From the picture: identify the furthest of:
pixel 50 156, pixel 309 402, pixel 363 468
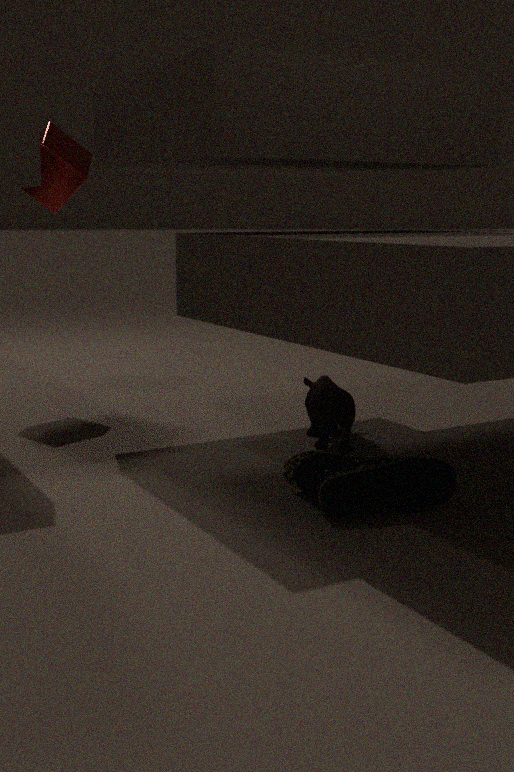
pixel 50 156
